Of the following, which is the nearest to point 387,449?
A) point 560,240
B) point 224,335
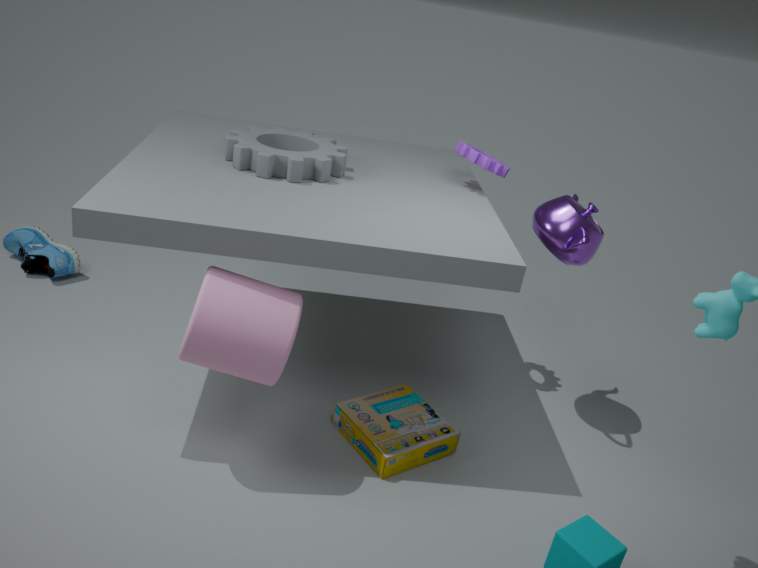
point 224,335
